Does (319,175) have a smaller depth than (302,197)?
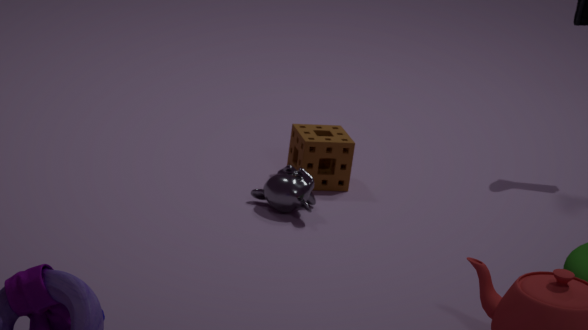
No
